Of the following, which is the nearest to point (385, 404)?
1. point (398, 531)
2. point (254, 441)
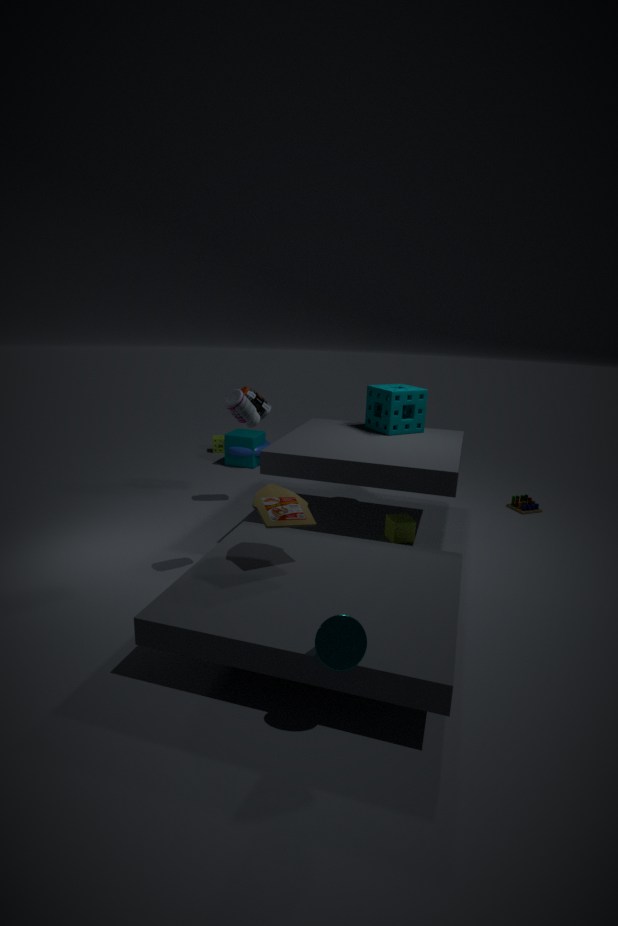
point (398, 531)
